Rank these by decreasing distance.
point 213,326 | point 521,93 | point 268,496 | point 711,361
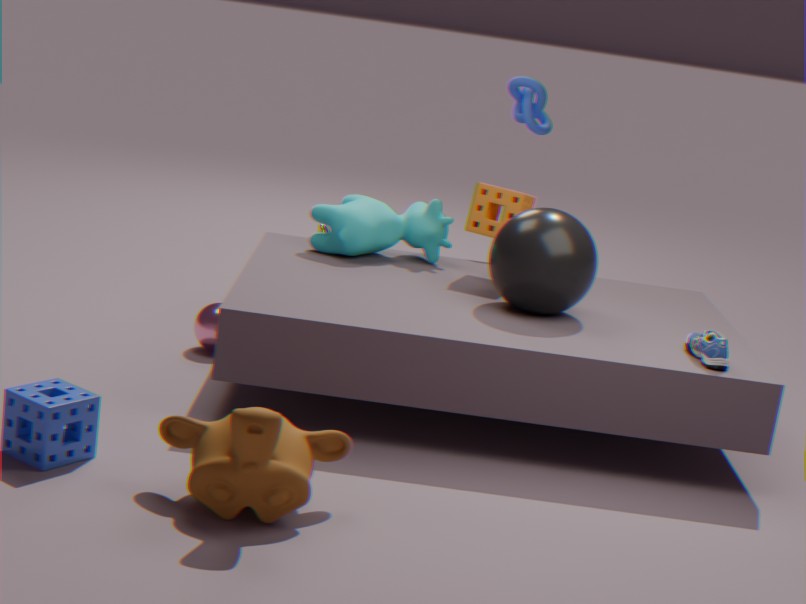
point 521,93 → point 213,326 → point 711,361 → point 268,496
